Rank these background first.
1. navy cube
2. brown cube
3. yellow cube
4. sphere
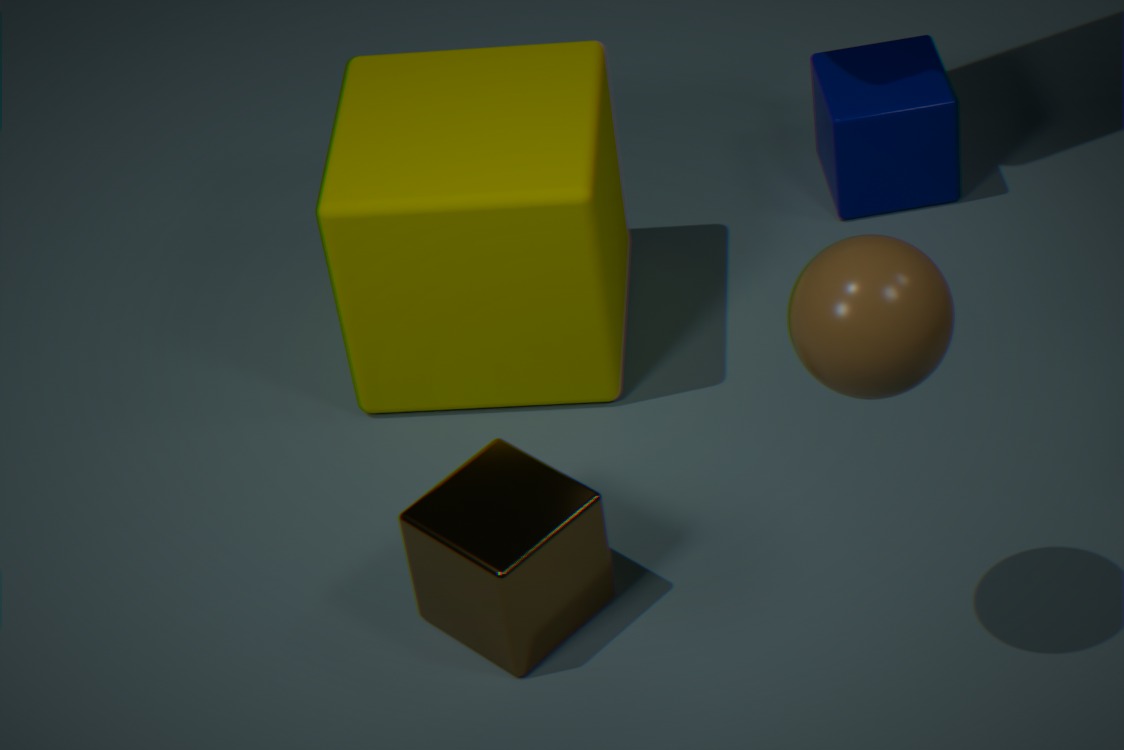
navy cube, yellow cube, brown cube, sphere
